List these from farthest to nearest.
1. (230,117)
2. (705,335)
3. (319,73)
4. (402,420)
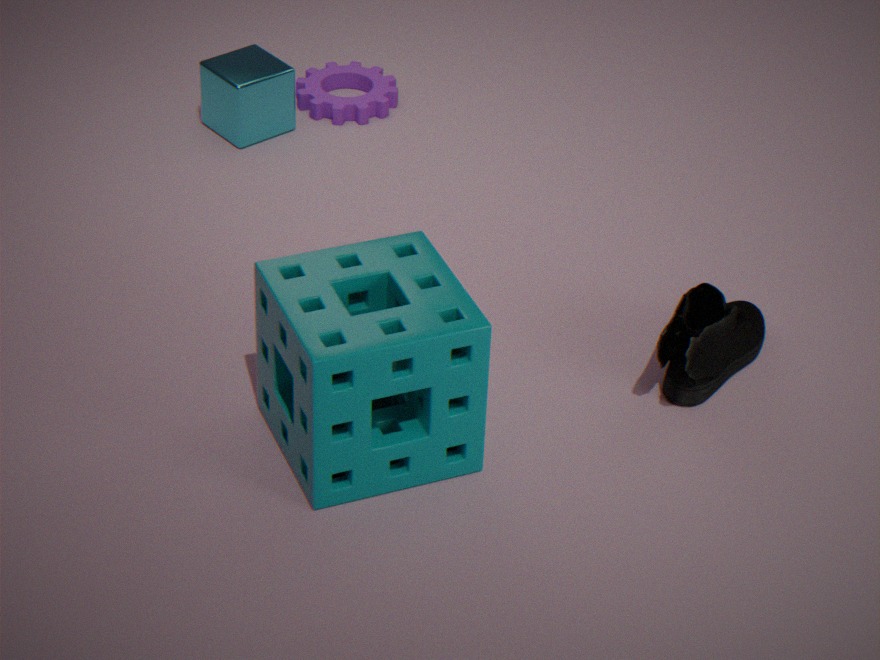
(319,73) → (230,117) → (705,335) → (402,420)
